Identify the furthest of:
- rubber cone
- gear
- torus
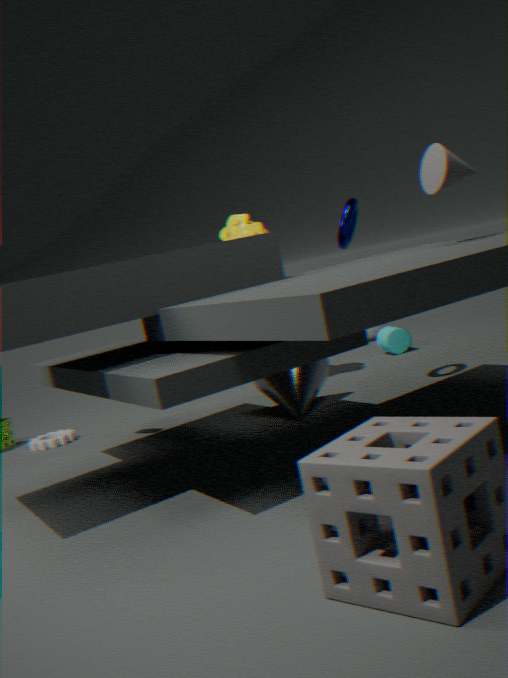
gear
